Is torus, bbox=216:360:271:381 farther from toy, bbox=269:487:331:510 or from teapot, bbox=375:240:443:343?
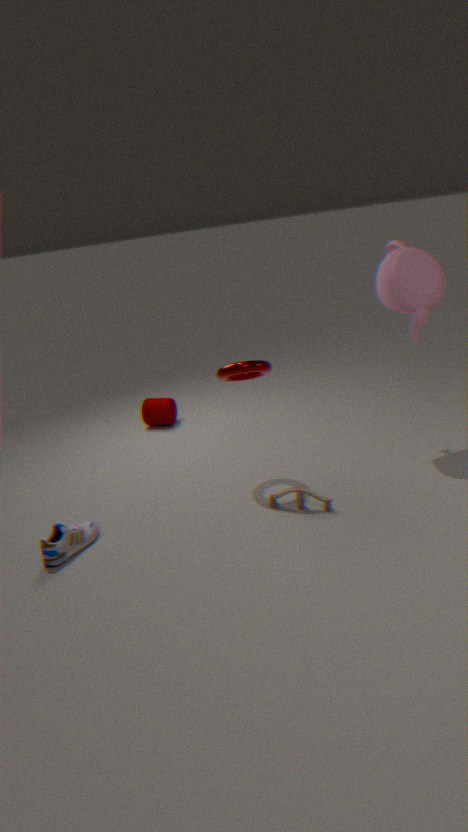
teapot, bbox=375:240:443:343
